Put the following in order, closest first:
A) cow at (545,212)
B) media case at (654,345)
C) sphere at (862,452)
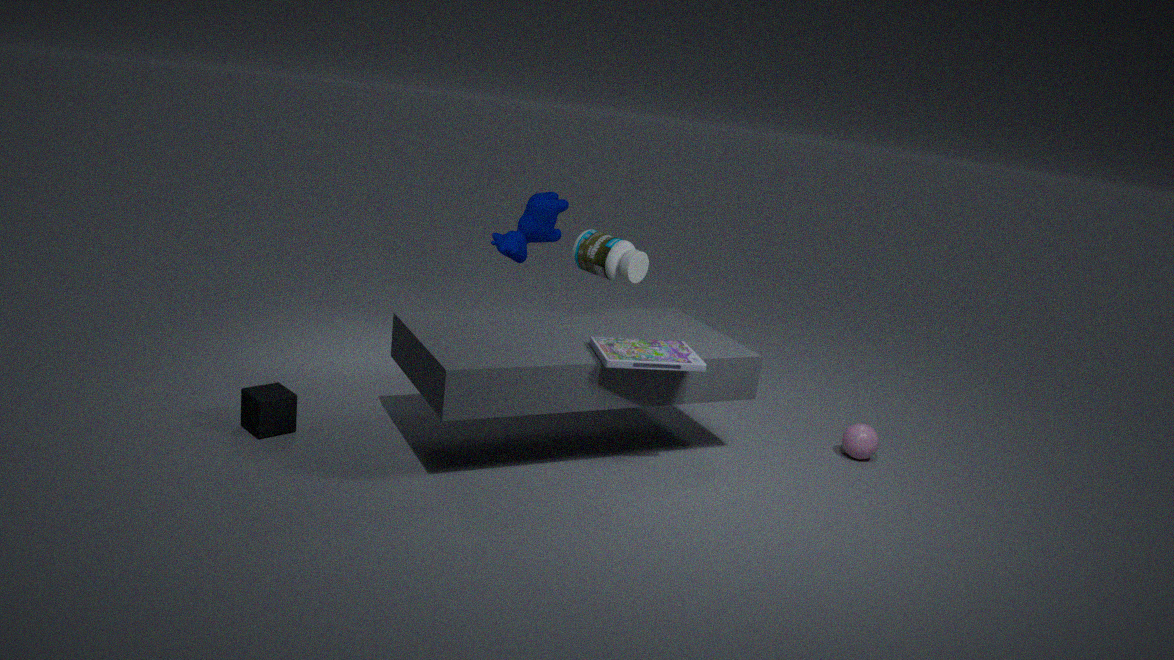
1. B. media case at (654,345)
2. C. sphere at (862,452)
3. A. cow at (545,212)
